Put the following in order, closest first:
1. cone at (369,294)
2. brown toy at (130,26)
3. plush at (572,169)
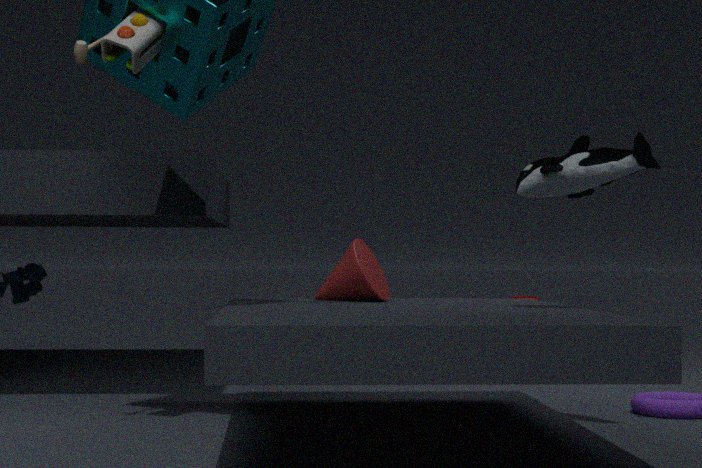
1. brown toy at (130,26)
2. plush at (572,169)
3. cone at (369,294)
